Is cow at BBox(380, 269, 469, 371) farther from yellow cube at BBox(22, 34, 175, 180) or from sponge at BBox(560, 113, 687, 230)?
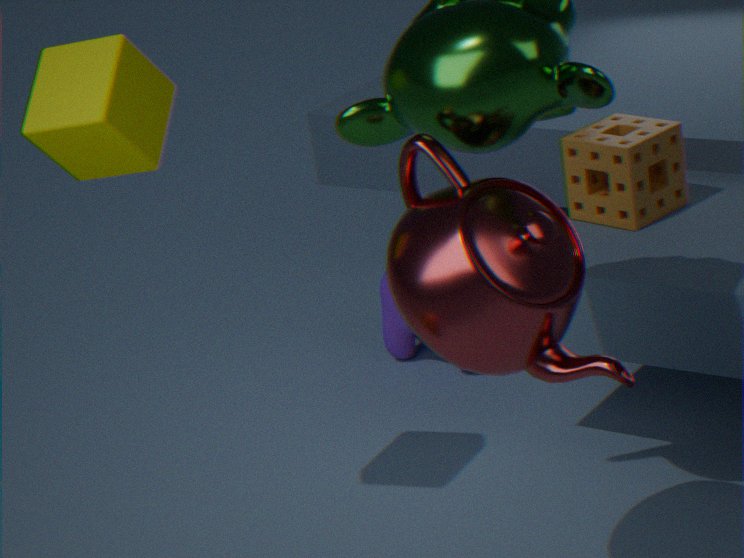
yellow cube at BBox(22, 34, 175, 180)
